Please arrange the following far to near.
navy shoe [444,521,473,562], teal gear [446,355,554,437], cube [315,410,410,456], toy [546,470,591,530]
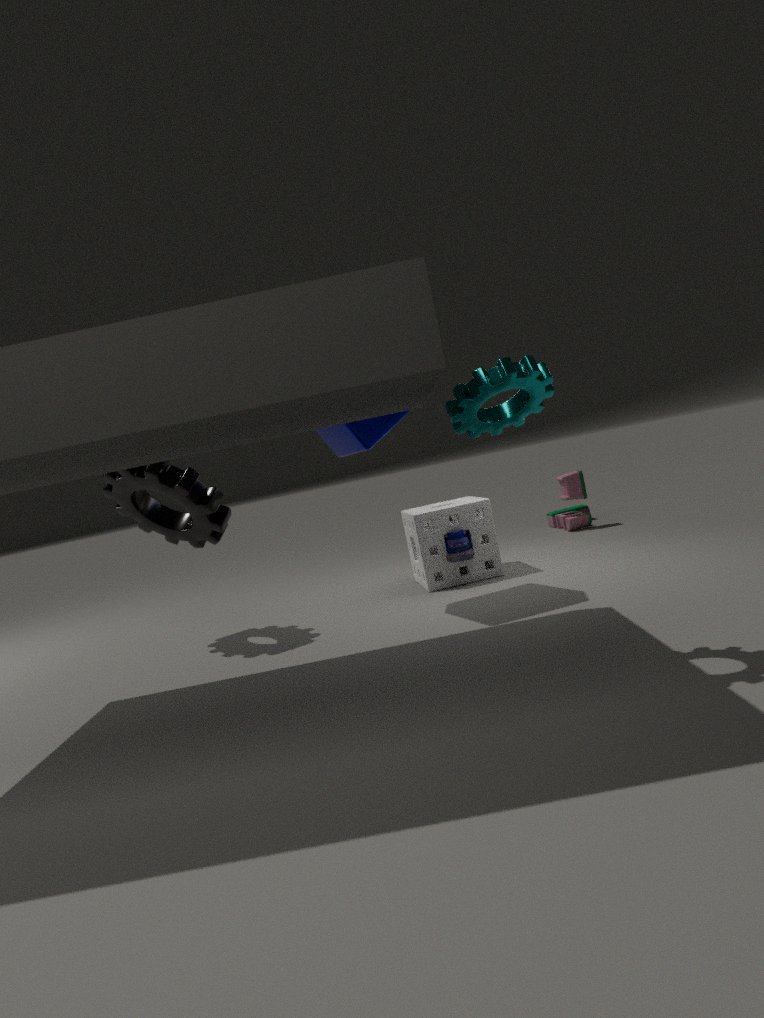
toy [546,470,591,530] → navy shoe [444,521,473,562] → cube [315,410,410,456] → teal gear [446,355,554,437]
